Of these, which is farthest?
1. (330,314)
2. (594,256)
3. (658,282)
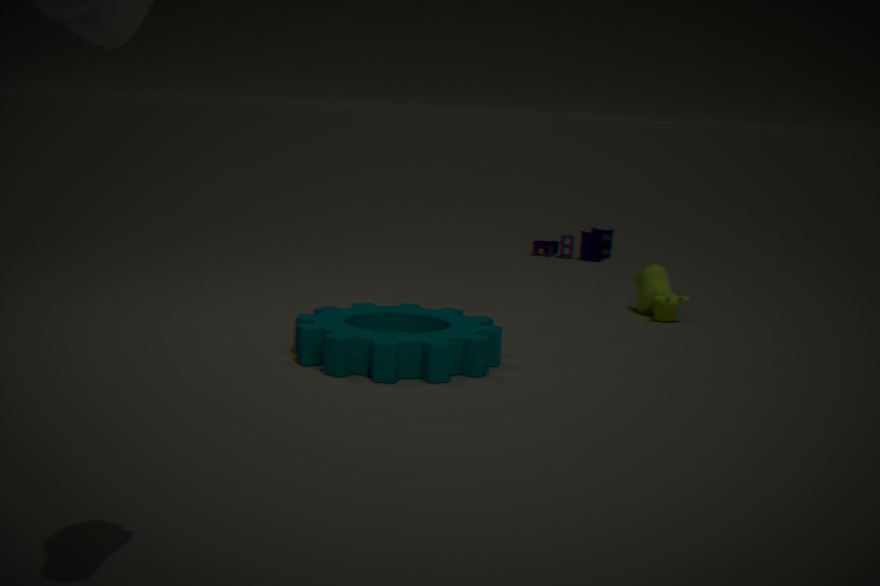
(594,256)
